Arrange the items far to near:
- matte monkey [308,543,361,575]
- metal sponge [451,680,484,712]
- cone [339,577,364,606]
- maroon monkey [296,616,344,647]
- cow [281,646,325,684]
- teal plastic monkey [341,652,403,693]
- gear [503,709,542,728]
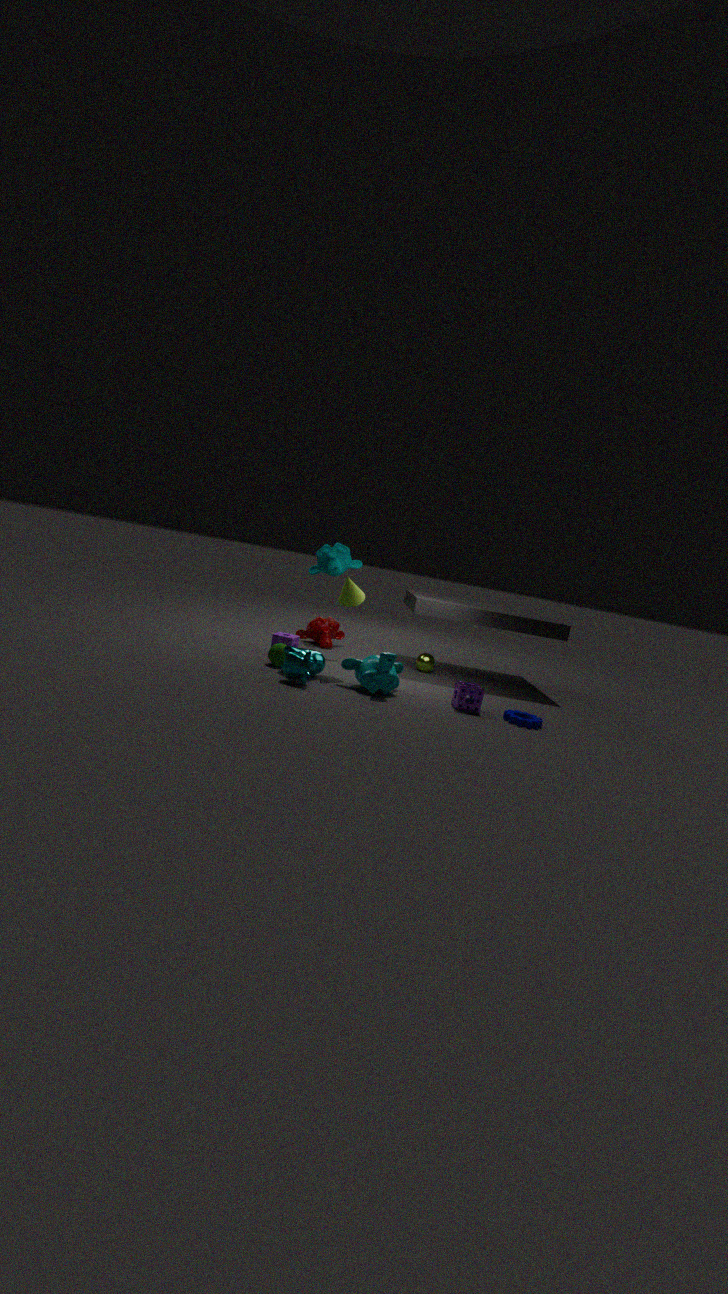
maroon monkey [296,616,344,647] < matte monkey [308,543,361,575] < cone [339,577,364,606] < metal sponge [451,680,484,712] < teal plastic monkey [341,652,403,693] < gear [503,709,542,728] < cow [281,646,325,684]
